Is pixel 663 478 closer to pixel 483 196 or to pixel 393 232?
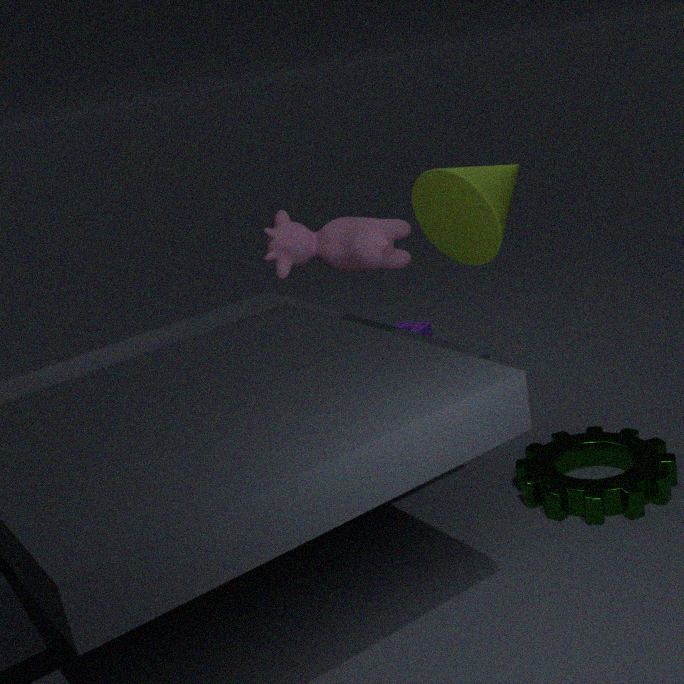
pixel 483 196
